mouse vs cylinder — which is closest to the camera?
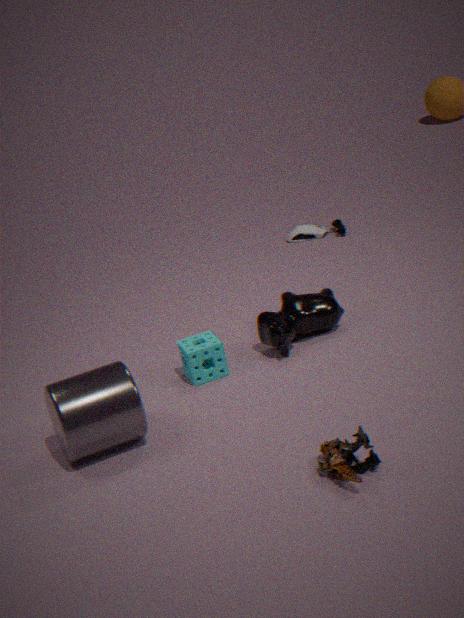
cylinder
